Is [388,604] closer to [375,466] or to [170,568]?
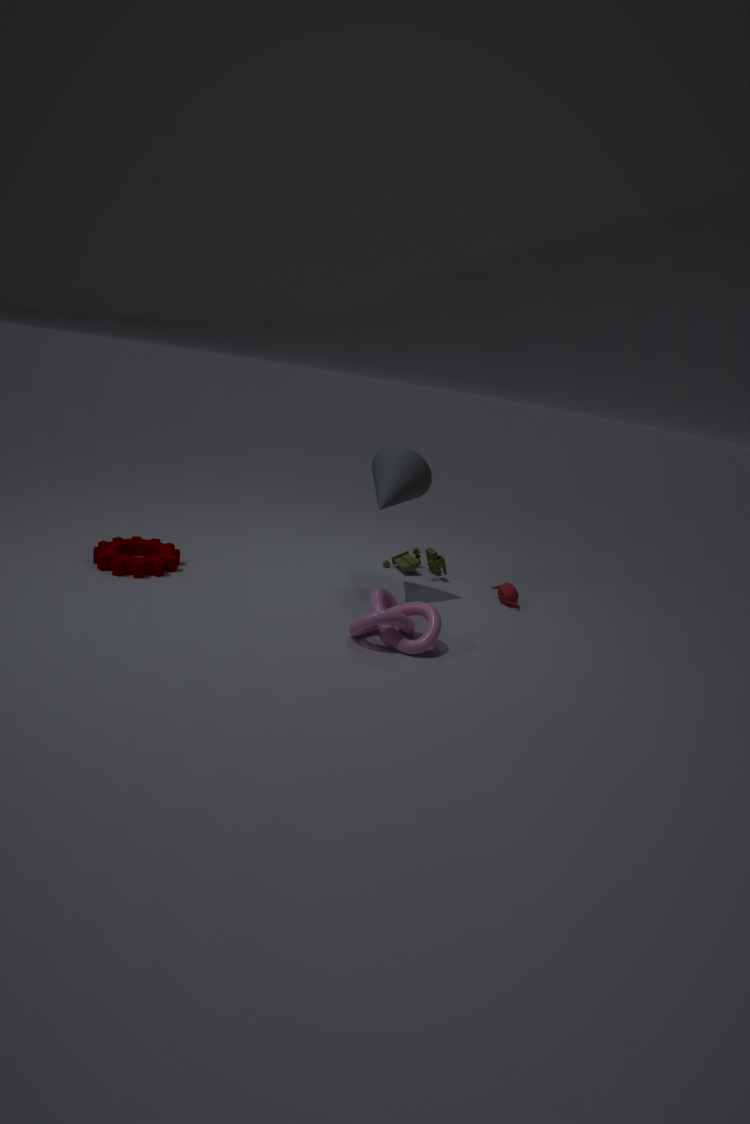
[375,466]
